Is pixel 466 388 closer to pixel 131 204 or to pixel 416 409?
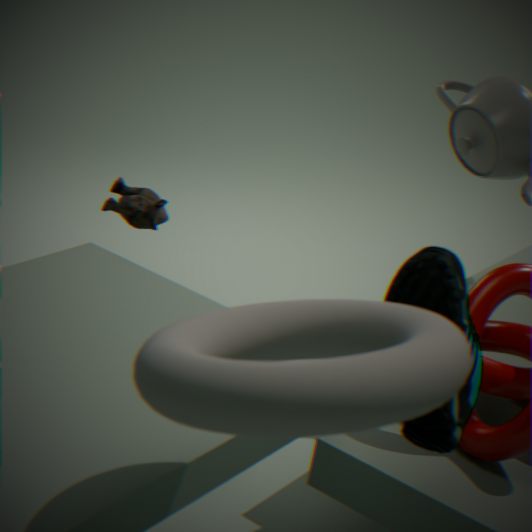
pixel 416 409
